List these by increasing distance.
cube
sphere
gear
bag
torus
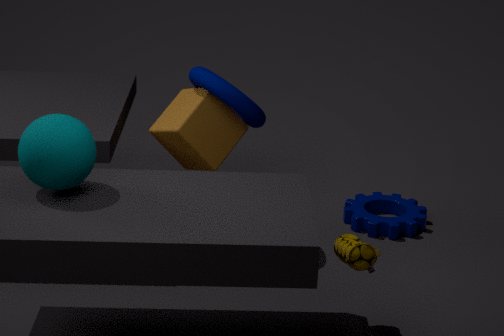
sphere < bag < torus < cube < gear
